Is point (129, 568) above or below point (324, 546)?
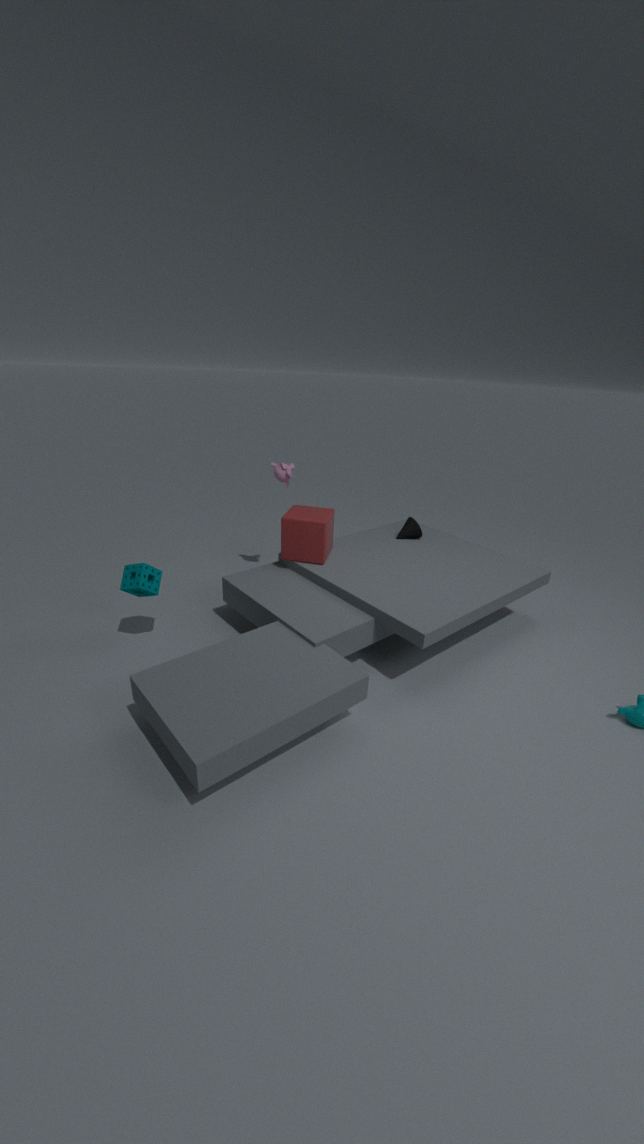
below
